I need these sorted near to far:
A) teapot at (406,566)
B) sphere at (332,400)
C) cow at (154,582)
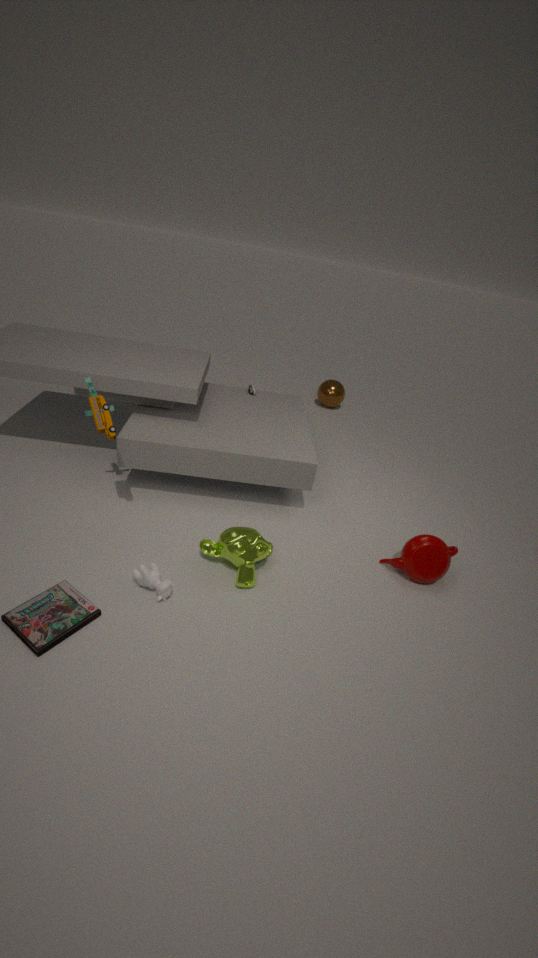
cow at (154,582), teapot at (406,566), sphere at (332,400)
